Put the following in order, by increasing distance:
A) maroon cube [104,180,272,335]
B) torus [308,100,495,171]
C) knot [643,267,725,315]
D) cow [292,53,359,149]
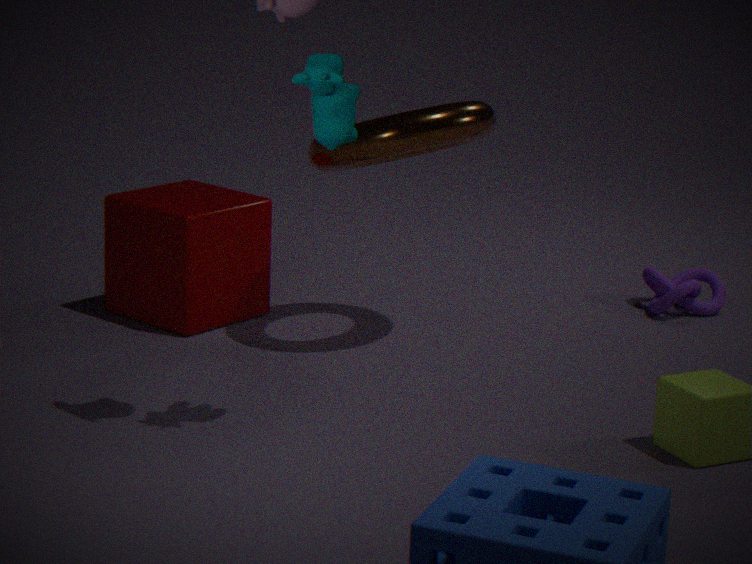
cow [292,53,359,149] → torus [308,100,495,171] → maroon cube [104,180,272,335] → knot [643,267,725,315]
